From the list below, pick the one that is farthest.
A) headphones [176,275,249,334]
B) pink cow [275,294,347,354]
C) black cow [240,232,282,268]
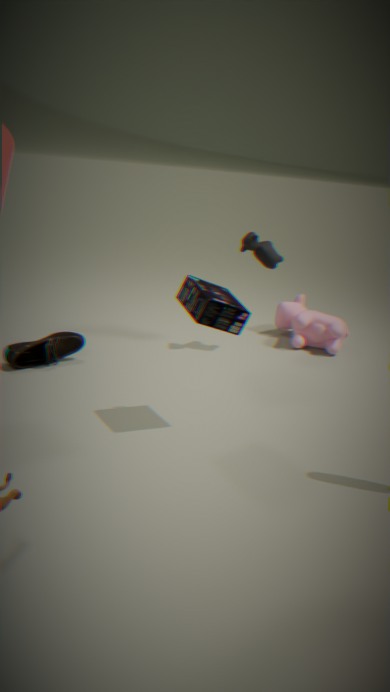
pink cow [275,294,347,354]
